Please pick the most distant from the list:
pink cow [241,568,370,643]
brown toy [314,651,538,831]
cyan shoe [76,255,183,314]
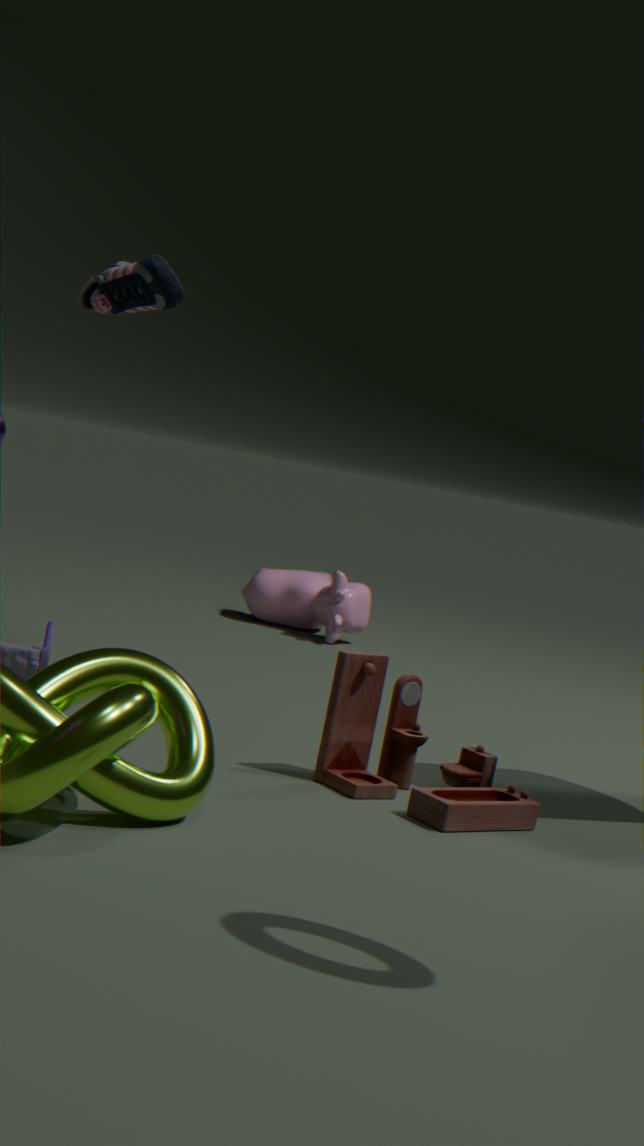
pink cow [241,568,370,643]
